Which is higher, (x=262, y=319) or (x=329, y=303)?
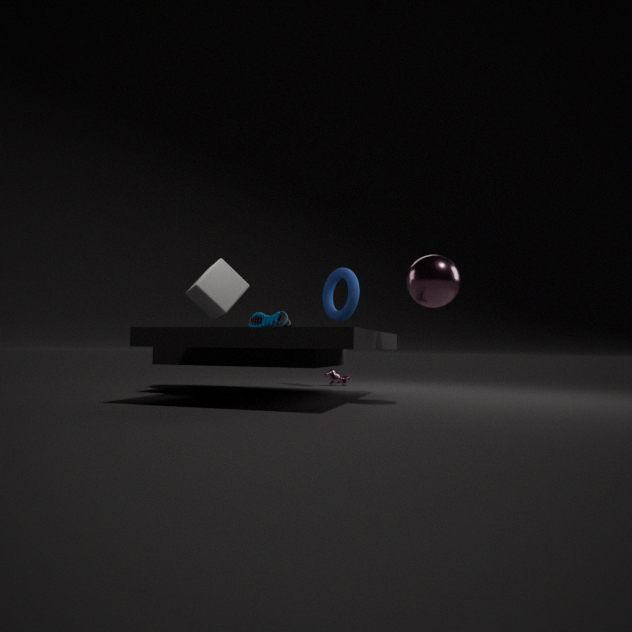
(x=329, y=303)
